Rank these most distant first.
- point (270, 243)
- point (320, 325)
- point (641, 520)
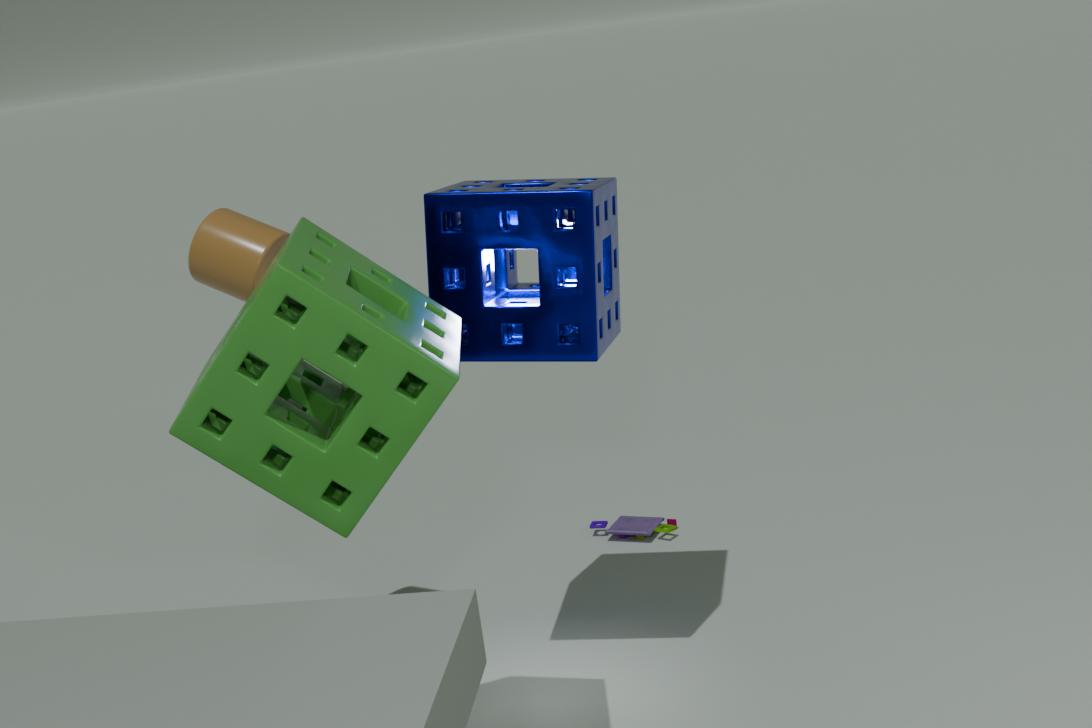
point (641, 520) < point (270, 243) < point (320, 325)
